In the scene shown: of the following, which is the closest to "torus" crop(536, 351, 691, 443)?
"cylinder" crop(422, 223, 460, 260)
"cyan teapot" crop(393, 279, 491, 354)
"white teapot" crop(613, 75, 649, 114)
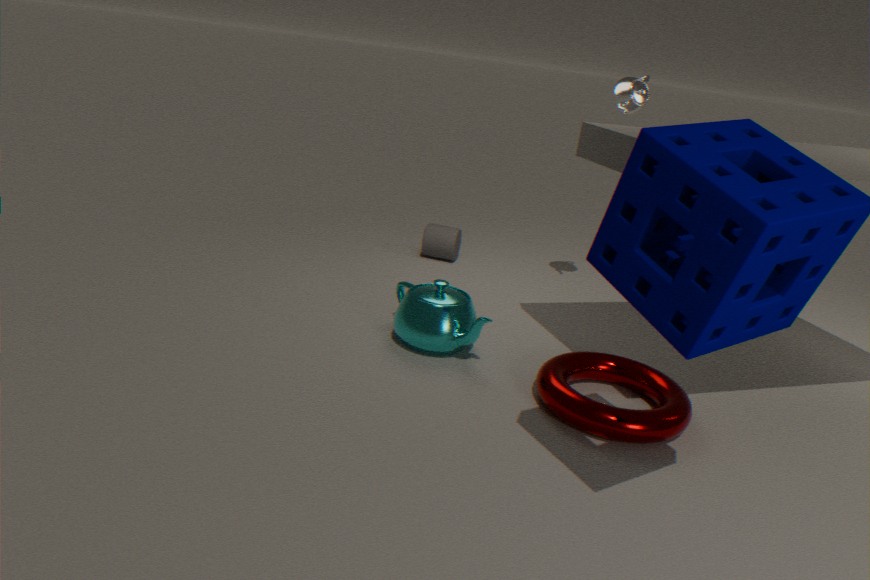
"cyan teapot" crop(393, 279, 491, 354)
